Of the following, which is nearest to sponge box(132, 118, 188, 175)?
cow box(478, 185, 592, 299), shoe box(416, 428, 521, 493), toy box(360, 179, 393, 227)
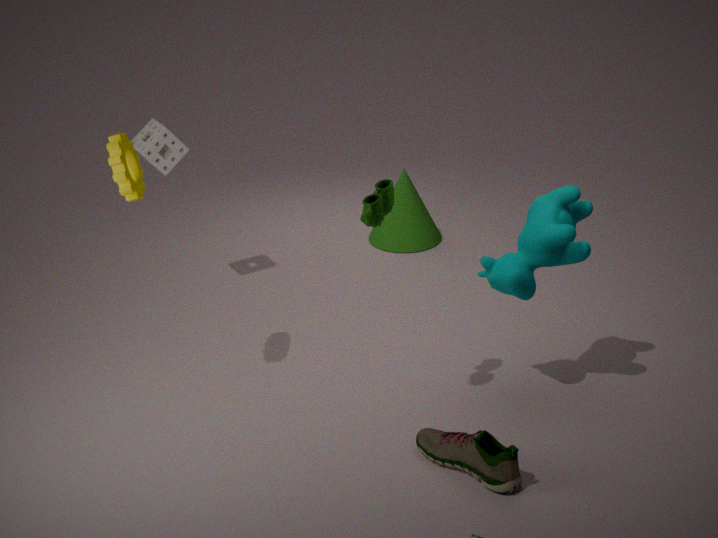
toy box(360, 179, 393, 227)
